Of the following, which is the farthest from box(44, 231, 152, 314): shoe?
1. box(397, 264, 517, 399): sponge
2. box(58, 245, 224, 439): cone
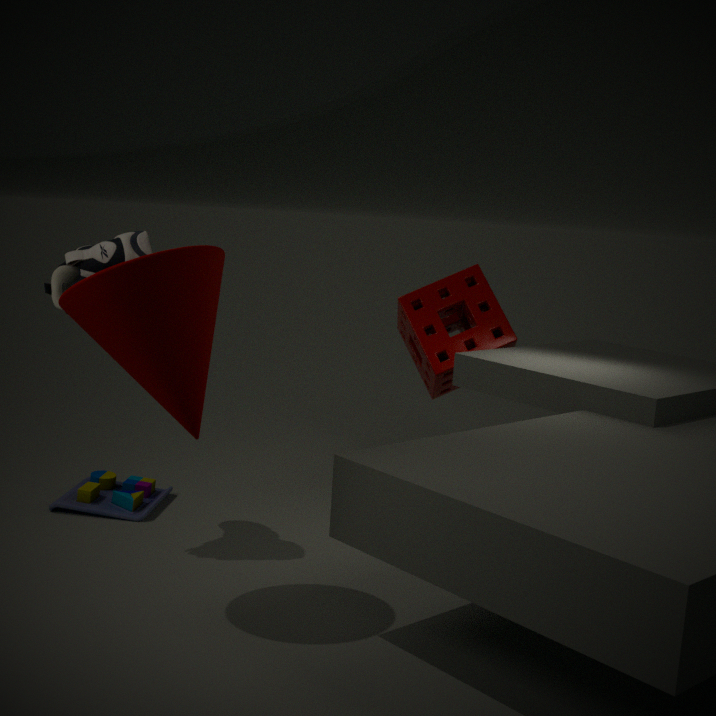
box(397, 264, 517, 399): sponge
